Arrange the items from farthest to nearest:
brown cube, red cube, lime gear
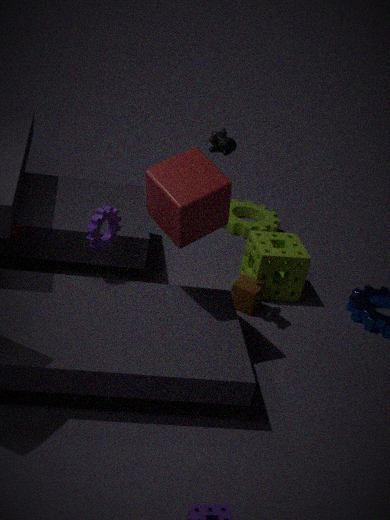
lime gear
brown cube
red cube
